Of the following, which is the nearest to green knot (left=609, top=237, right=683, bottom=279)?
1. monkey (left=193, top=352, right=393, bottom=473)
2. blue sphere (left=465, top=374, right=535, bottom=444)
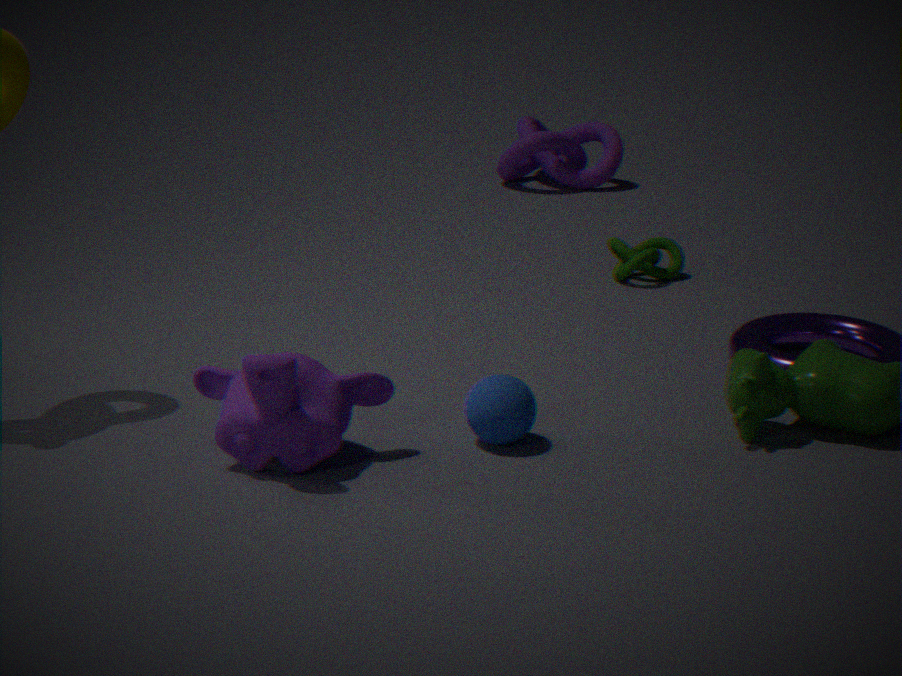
blue sphere (left=465, top=374, right=535, bottom=444)
